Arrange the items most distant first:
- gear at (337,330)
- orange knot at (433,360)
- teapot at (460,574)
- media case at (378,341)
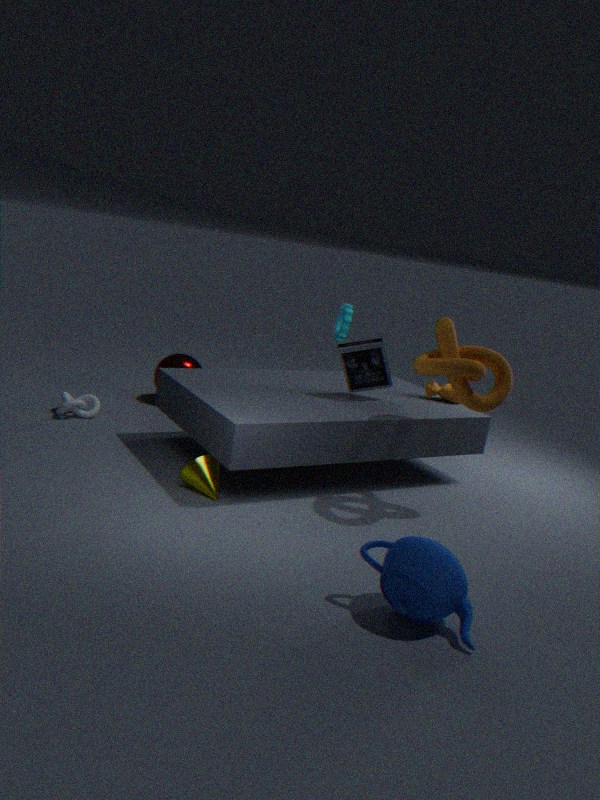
gear at (337,330) → media case at (378,341) → orange knot at (433,360) → teapot at (460,574)
